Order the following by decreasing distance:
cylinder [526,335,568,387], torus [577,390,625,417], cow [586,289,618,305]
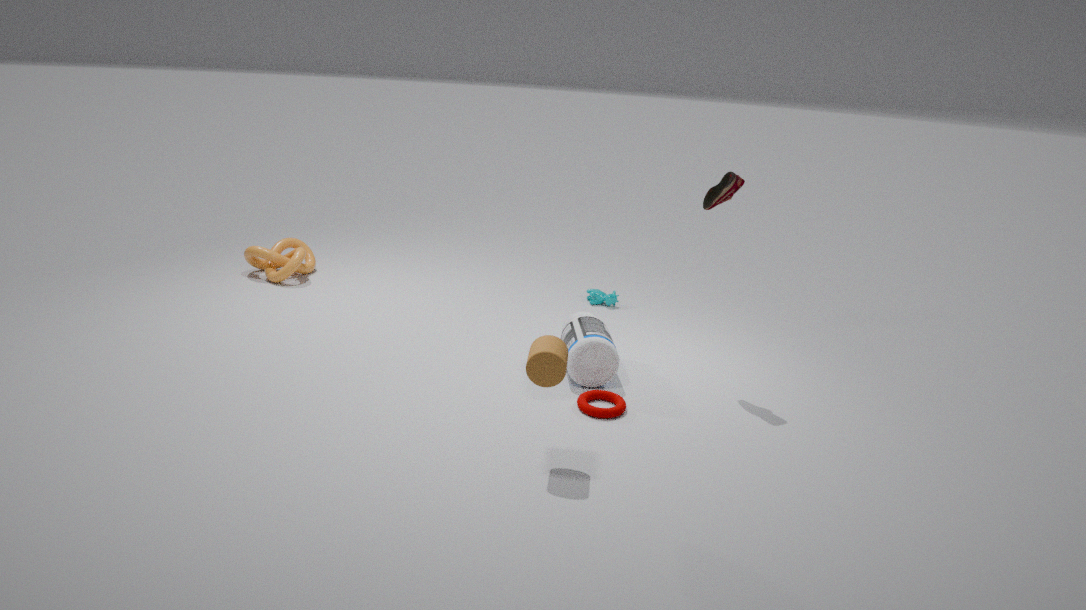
cow [586,289,618,305] < torus [577,390,625,417] < cylinder [526,335,568,387]
